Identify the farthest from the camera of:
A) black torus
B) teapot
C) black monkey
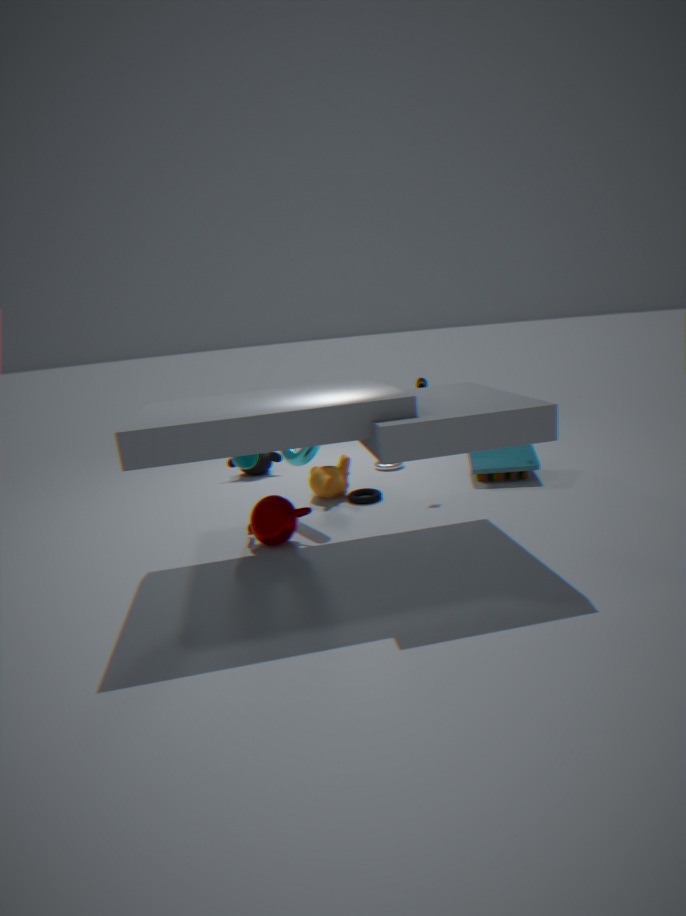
black monkey
